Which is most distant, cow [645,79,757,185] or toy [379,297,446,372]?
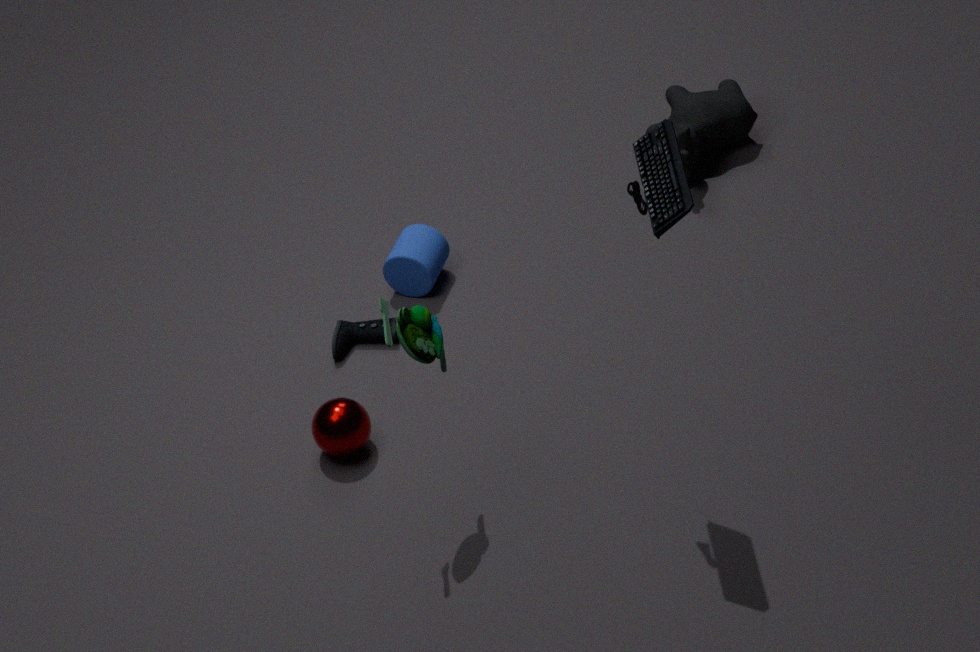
cow [645,79,757,185]
